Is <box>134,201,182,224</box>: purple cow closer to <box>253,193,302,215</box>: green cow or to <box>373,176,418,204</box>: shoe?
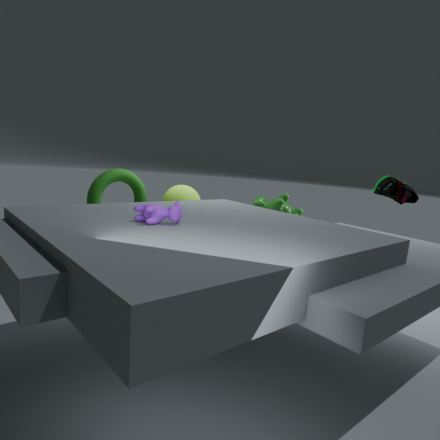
<box>373,176,418,204</box>: shoe
